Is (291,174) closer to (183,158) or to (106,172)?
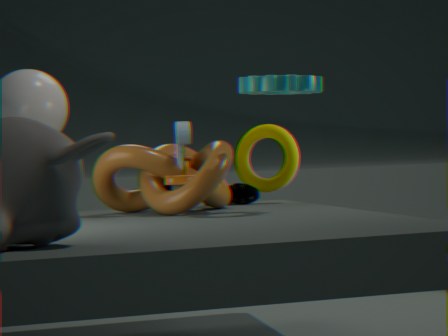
(106,172)
